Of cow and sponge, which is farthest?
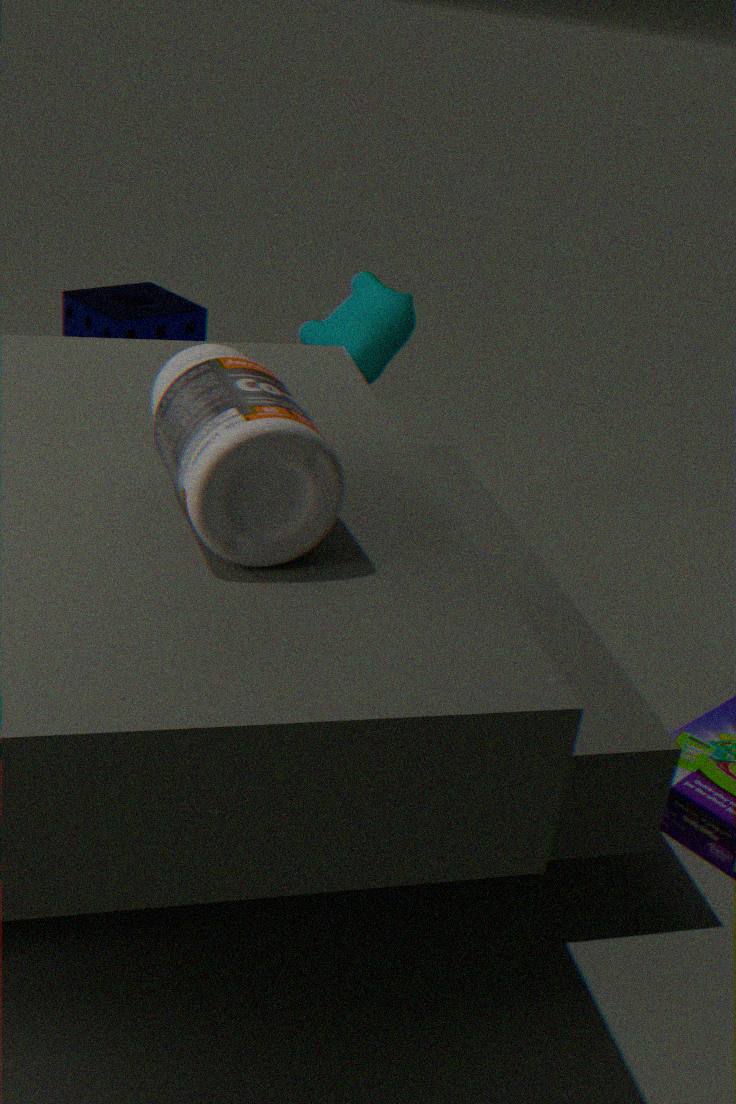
sponge
